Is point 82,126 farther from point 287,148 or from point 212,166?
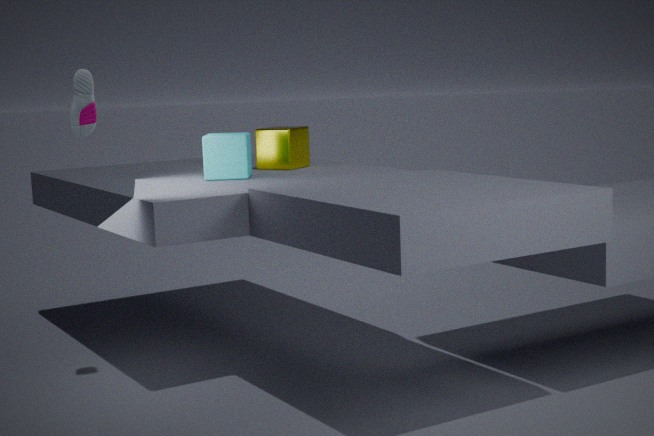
point 287,148
